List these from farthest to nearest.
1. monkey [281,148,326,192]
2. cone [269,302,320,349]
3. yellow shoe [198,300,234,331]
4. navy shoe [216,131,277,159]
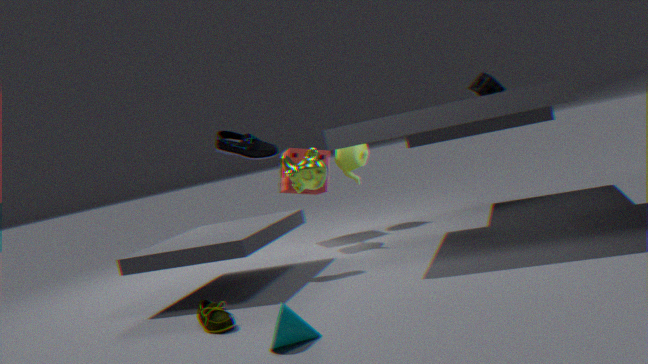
monkey [281,148,326,192] < navy shoe [216,131,277,159] < yellow shoe [198,300,234,331] < cone [269,302,320,349]
